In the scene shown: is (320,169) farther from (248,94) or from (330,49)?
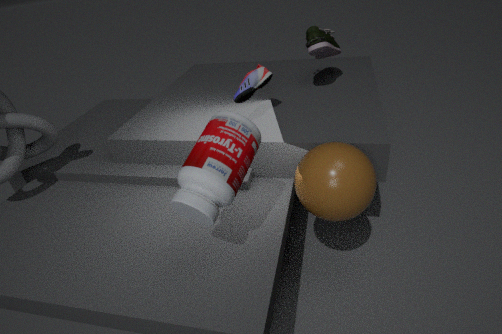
(330,49)
